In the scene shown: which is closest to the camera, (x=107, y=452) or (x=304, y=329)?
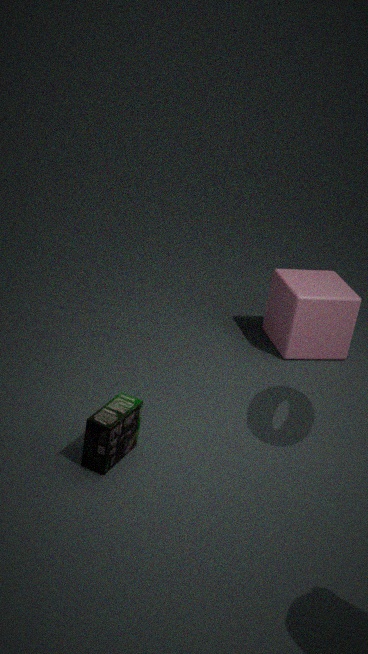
(x=107, y=452)
